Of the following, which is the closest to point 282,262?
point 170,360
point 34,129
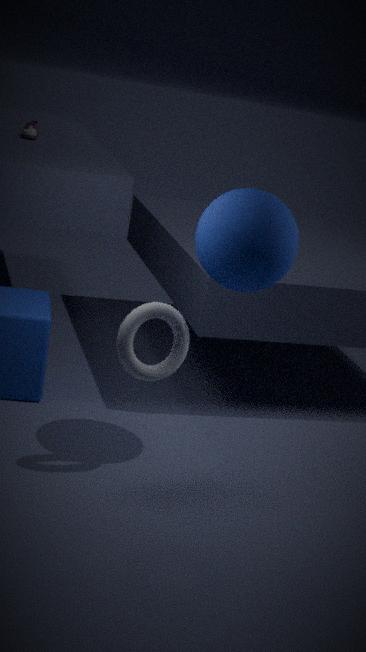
point 170,360
